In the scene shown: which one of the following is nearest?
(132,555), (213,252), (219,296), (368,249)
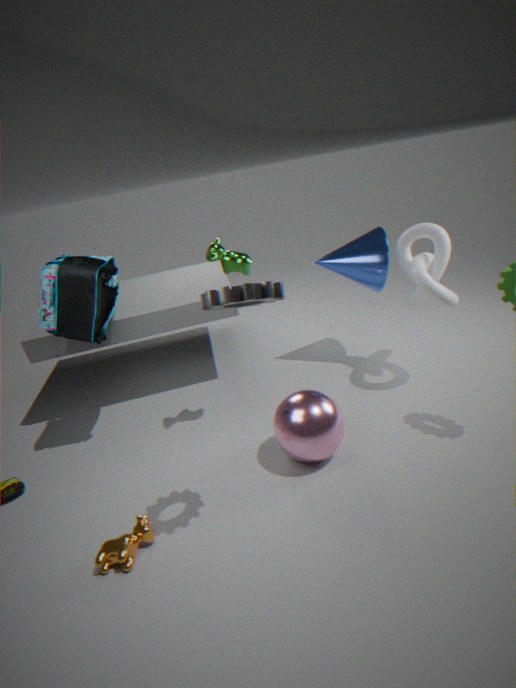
(219,296)
